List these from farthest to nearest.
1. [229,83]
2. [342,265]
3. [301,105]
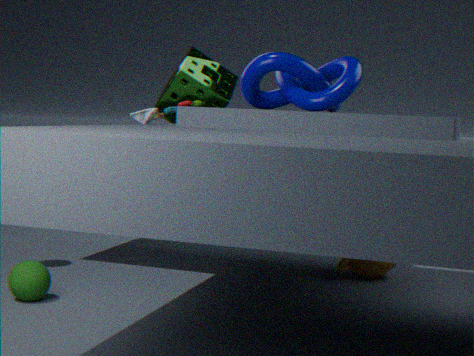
1. [229,83]
2. [342,265]
3. [301,105]
